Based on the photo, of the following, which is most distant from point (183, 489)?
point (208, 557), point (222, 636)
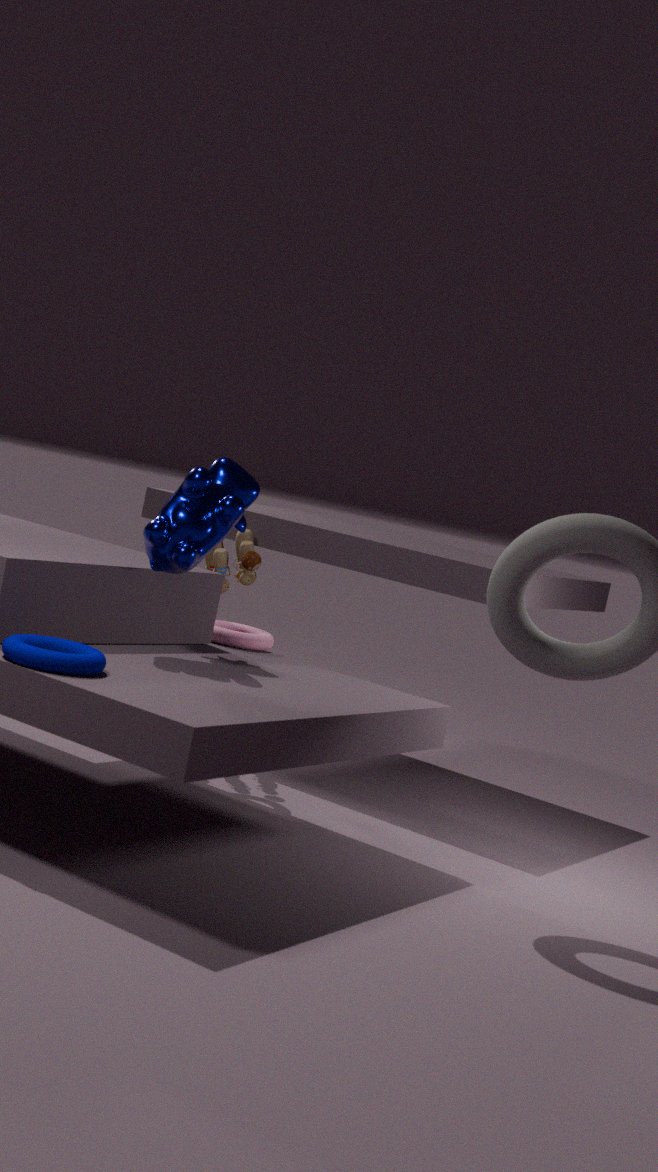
point (208, 557)
